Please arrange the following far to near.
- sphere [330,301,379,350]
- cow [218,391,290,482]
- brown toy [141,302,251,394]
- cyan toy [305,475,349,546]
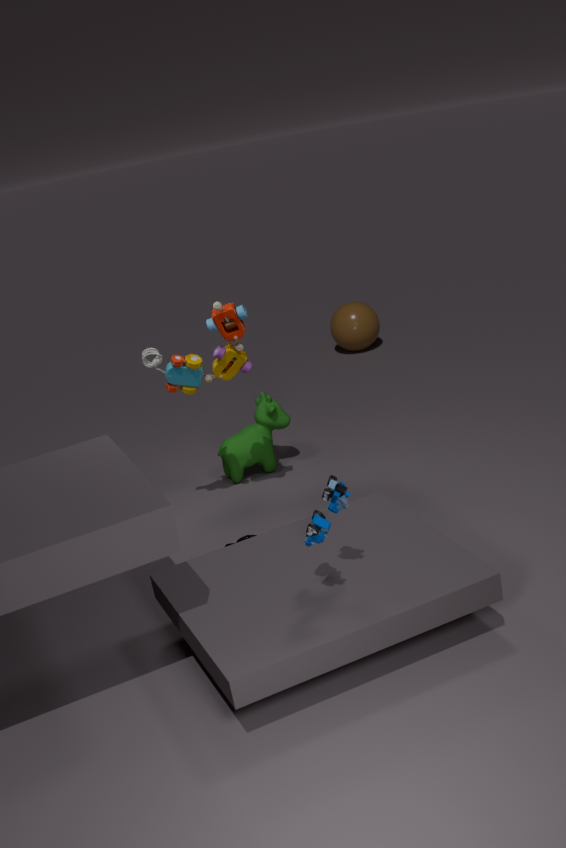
sphere [330,301,379,350], cow [218,391,290,482], brown toy [141,302,251,394], cyan toy [305,475,349,546]
